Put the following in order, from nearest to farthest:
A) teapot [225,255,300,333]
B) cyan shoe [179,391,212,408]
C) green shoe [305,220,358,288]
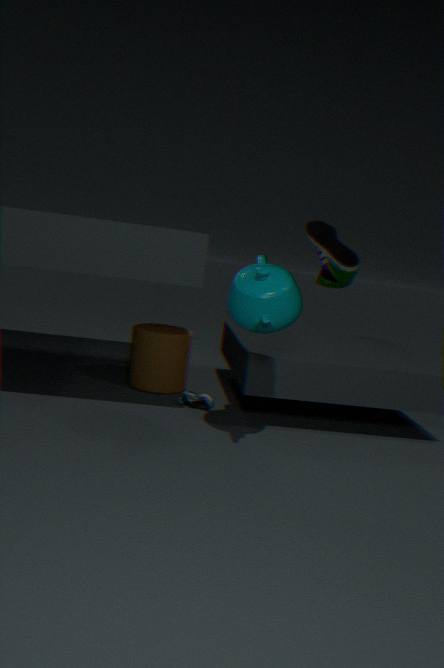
1. teapot [225,255,300,333]
2. cyan shoe [179,391,212,408]
3. green shoe [305,220,358,288]
